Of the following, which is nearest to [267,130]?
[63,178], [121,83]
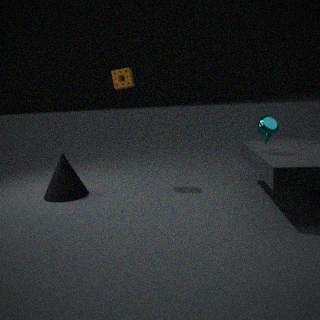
[121,83]
